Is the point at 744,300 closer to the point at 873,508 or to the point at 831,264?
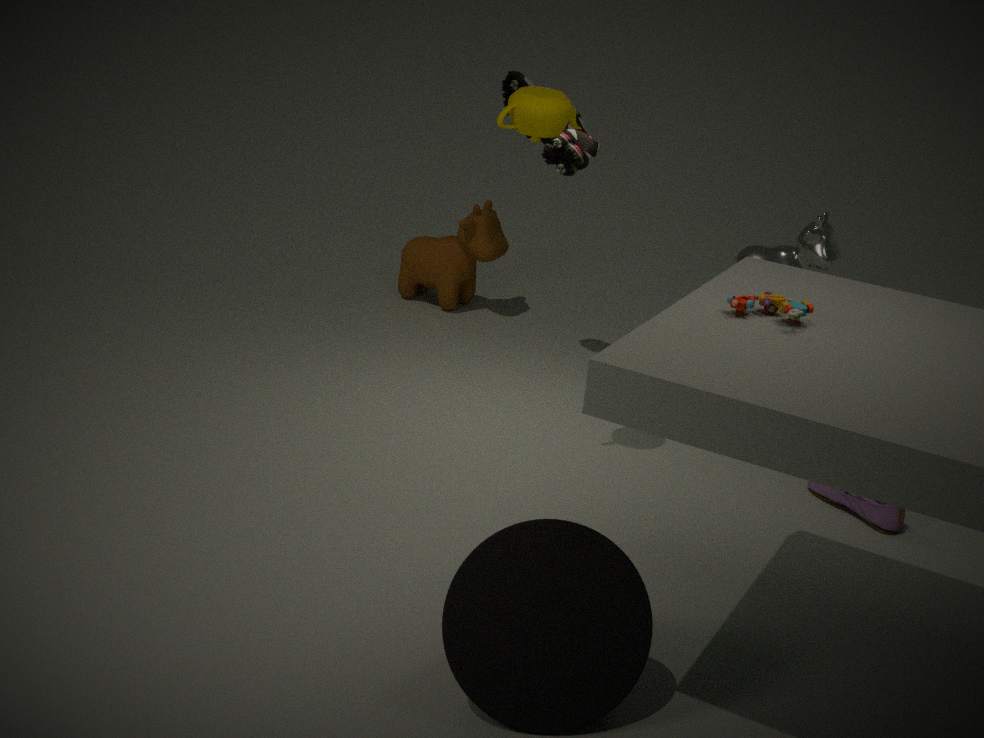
the point at 873,508
